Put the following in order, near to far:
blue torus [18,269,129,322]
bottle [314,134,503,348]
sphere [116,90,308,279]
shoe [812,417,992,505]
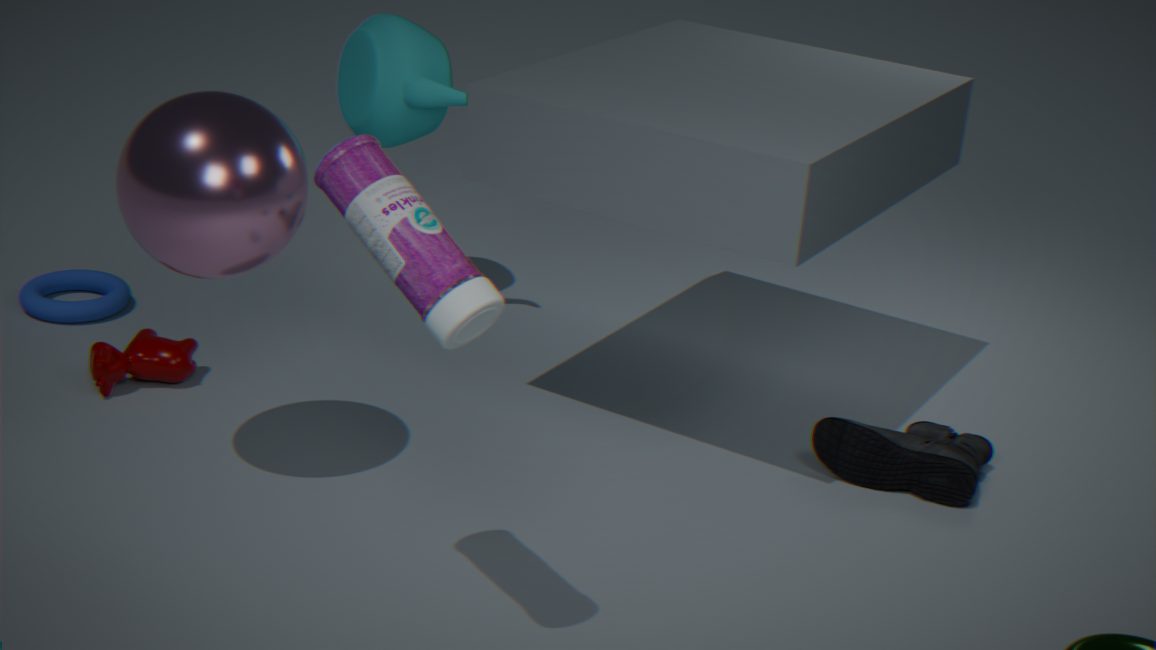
bottle [314,134,503,348]
sphere [116,90,308,279]
shoe [812,417,992,505]
blue torus [18,269,129,322]
